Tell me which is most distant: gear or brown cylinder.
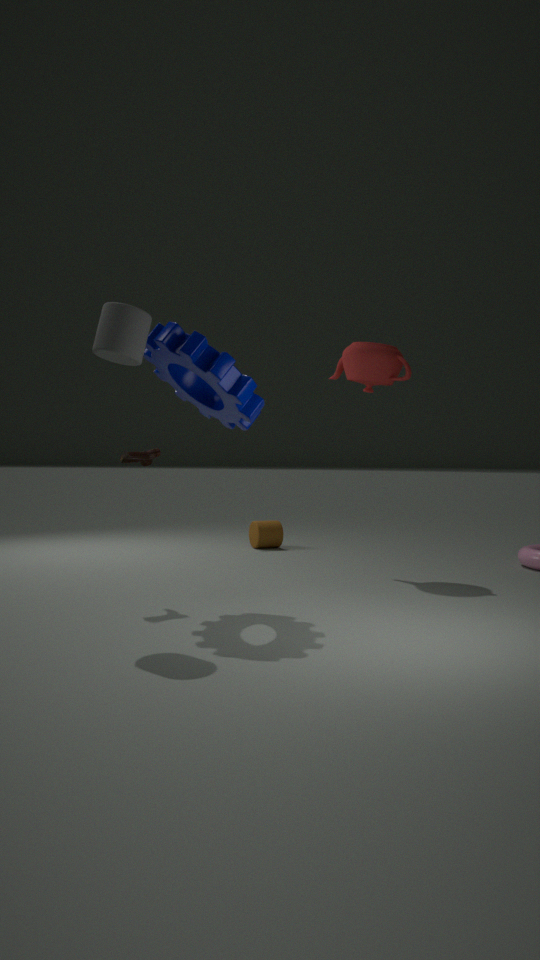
brown cylinder
